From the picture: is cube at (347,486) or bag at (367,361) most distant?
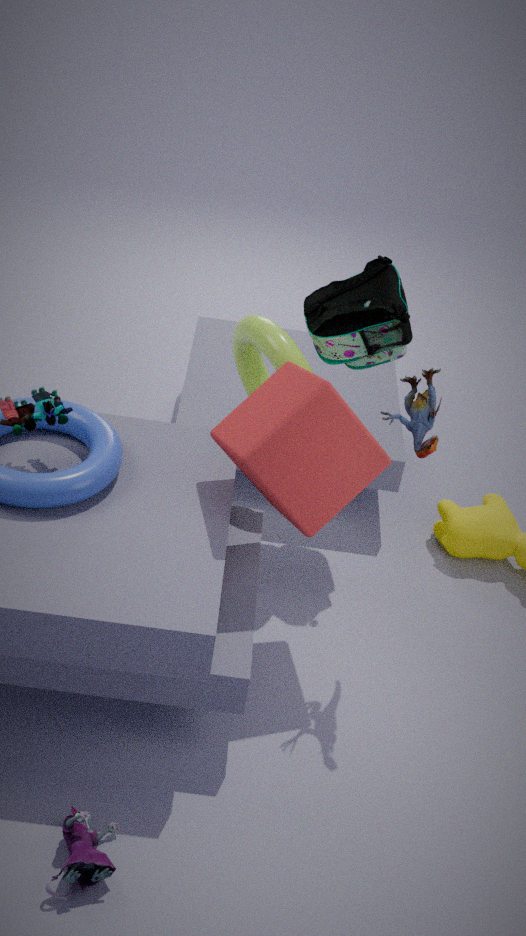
bag at (367,361)
